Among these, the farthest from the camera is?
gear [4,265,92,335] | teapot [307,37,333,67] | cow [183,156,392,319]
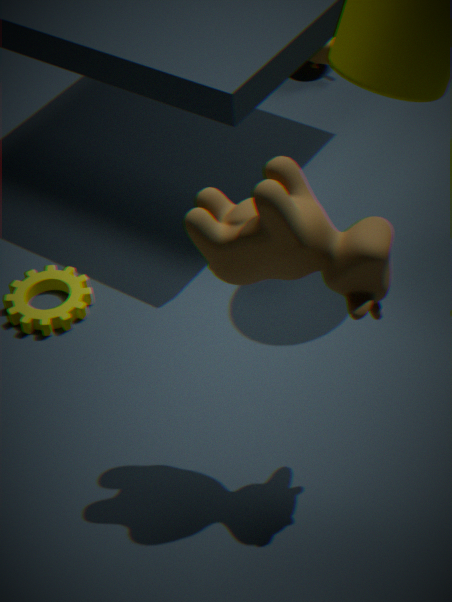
teapot [307,37,333,67]
